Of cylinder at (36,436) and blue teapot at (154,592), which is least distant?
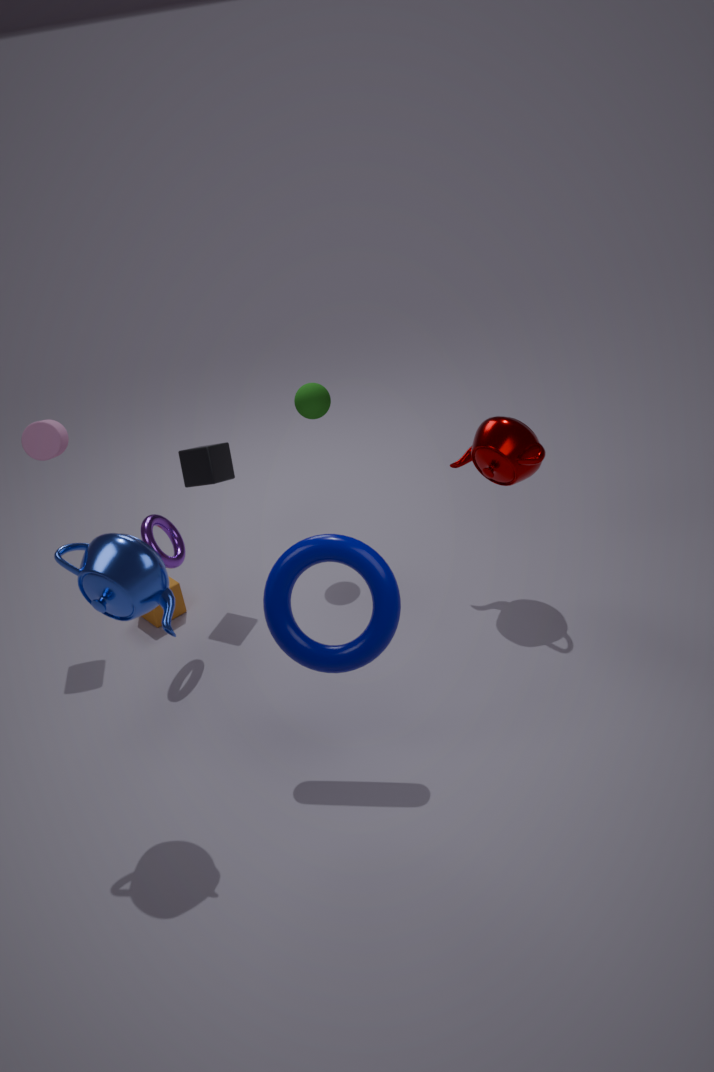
blue teapot at (154,592)
